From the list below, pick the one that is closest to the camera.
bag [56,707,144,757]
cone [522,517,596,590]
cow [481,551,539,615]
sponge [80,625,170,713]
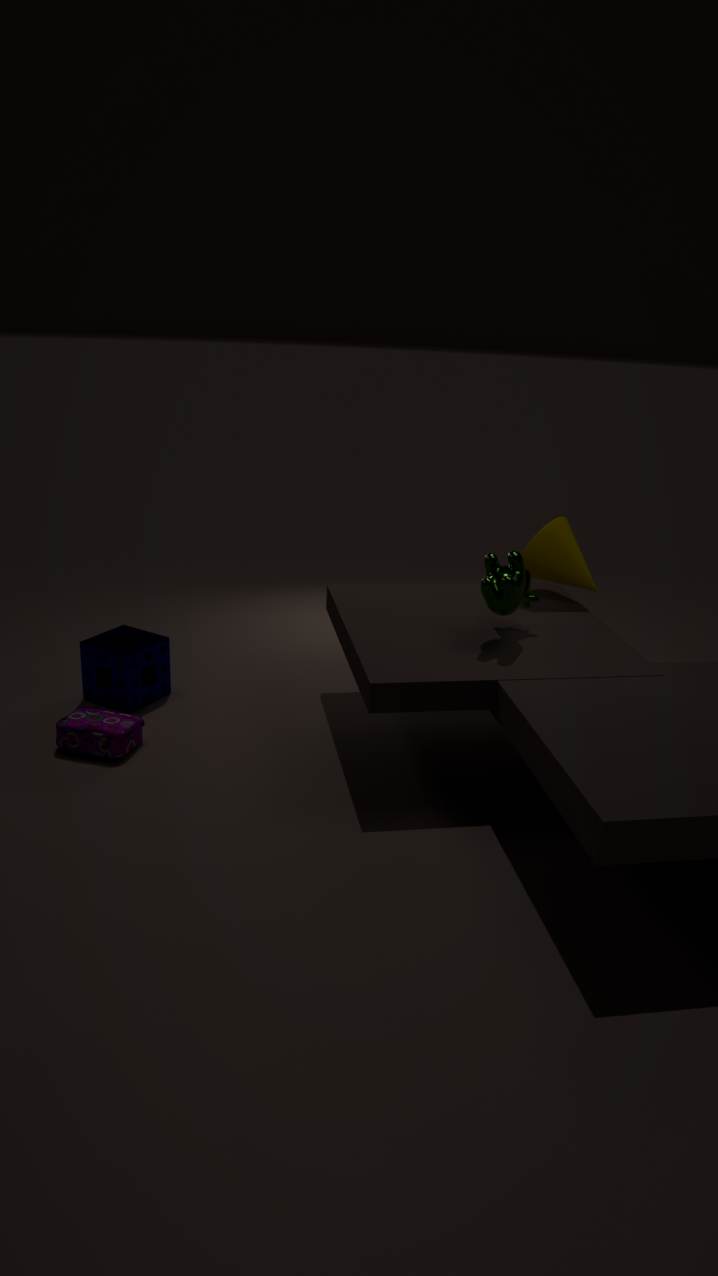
cow [481,551,539,615]
